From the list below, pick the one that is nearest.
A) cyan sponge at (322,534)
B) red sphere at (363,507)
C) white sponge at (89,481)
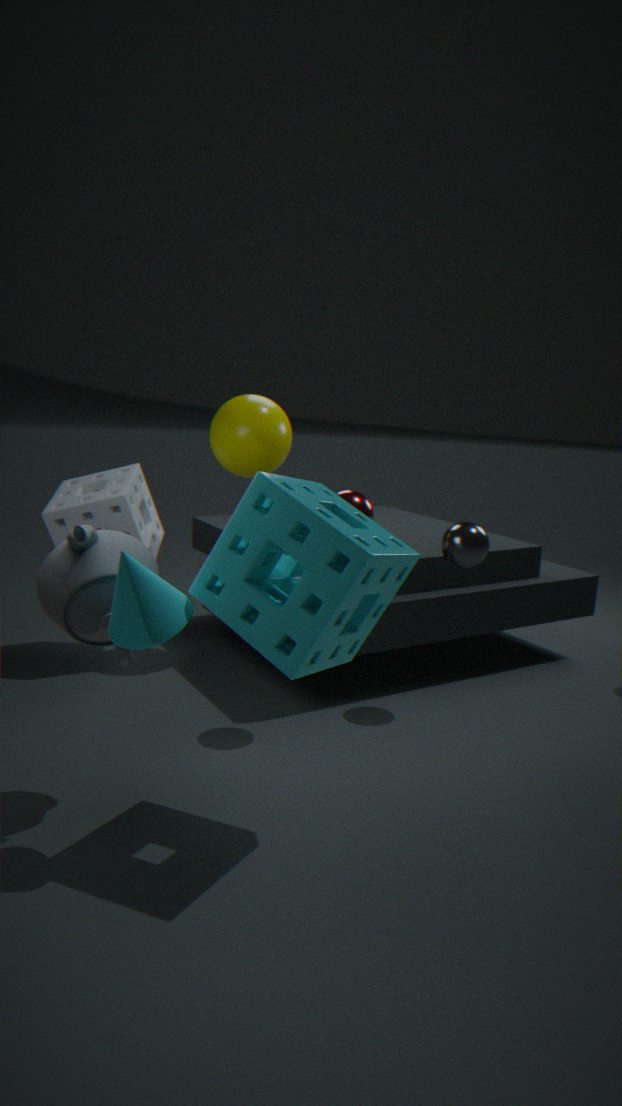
A. cyan sponge at (322,534)
